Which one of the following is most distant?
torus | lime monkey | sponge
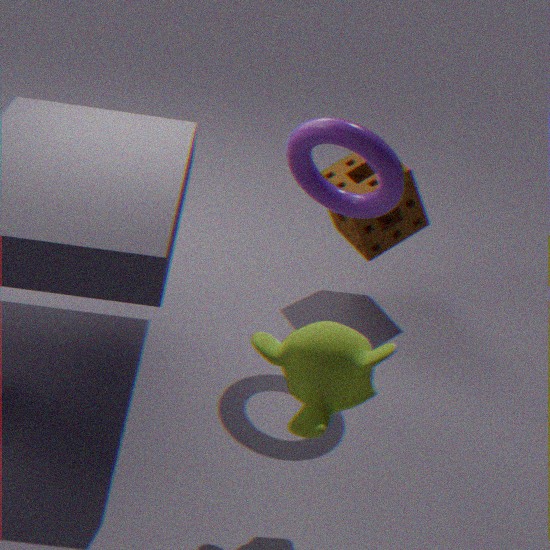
sponge
